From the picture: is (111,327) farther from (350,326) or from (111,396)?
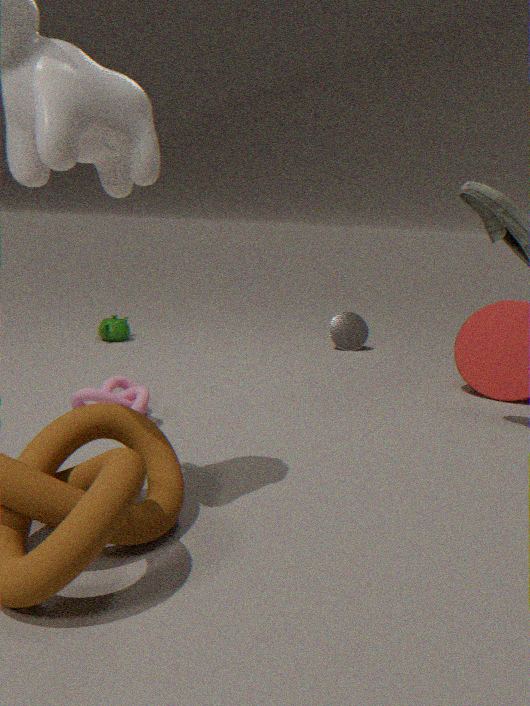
(111,396)
